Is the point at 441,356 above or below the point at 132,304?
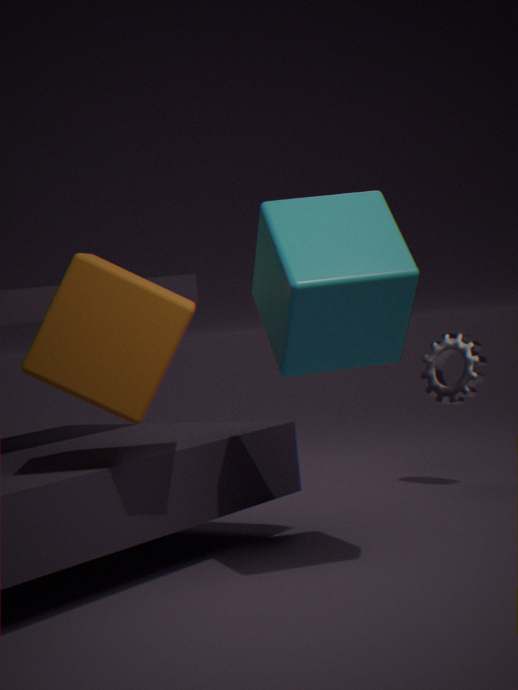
below
